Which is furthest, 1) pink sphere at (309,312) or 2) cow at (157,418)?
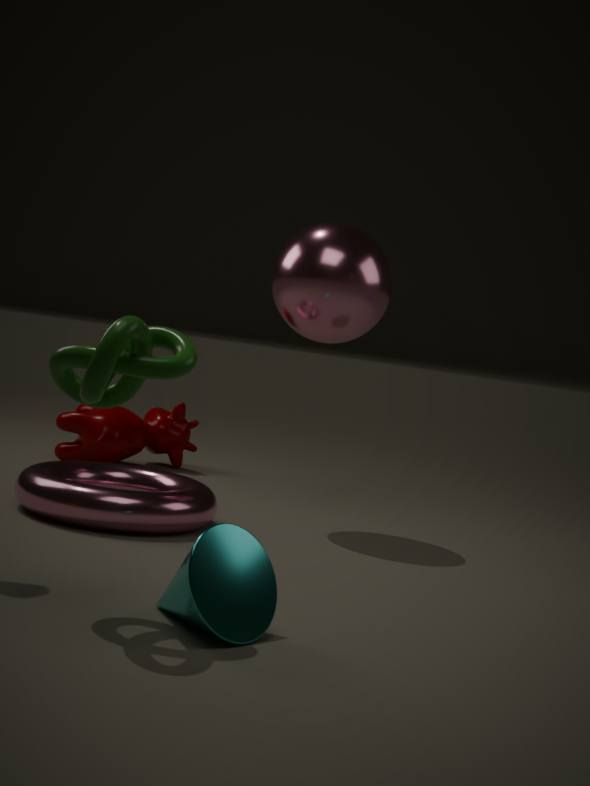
2. cow at (157,418)
